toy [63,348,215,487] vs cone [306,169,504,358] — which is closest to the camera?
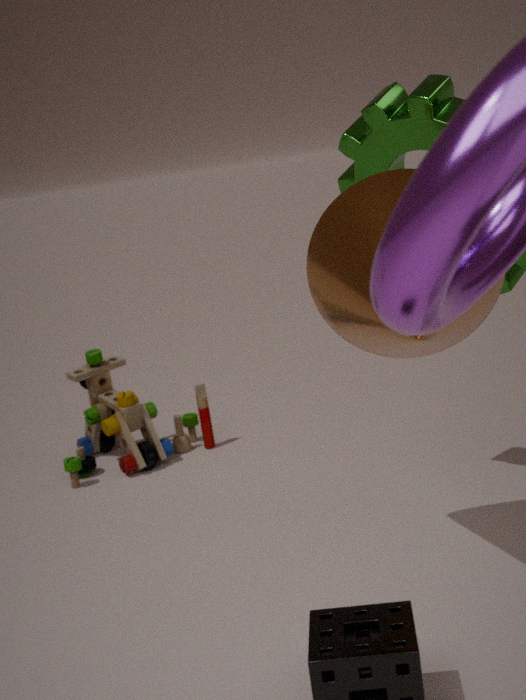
cone [306,169,504,358]
